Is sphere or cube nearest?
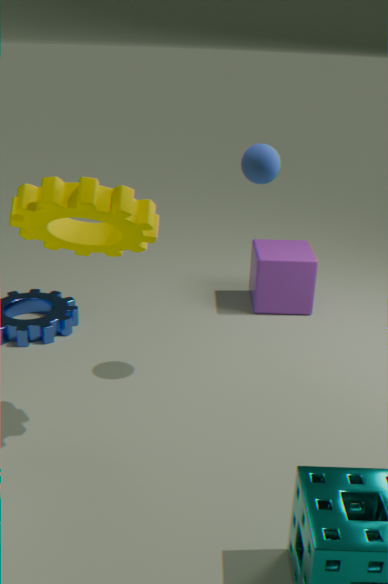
sphere
